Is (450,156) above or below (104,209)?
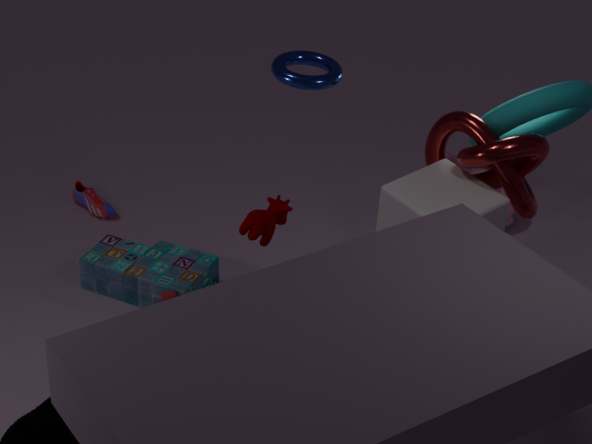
above
